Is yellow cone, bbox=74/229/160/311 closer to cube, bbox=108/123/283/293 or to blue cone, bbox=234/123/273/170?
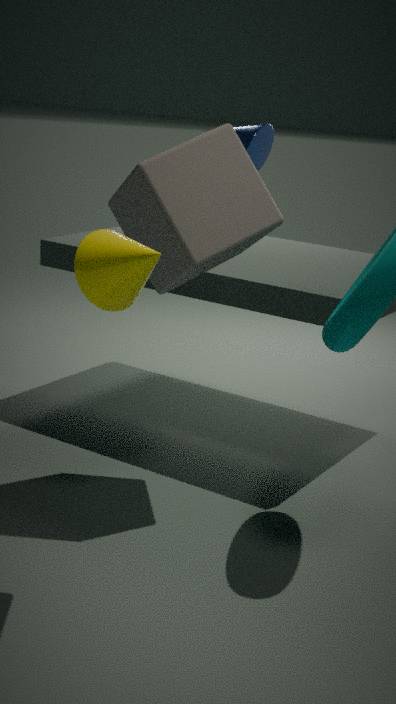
cube, bbox=108/123/283/293
